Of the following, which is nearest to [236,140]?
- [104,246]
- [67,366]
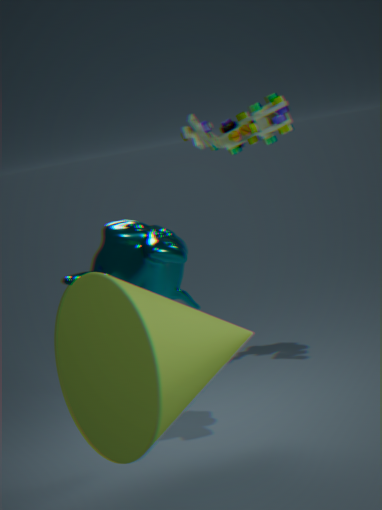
[104,246]
